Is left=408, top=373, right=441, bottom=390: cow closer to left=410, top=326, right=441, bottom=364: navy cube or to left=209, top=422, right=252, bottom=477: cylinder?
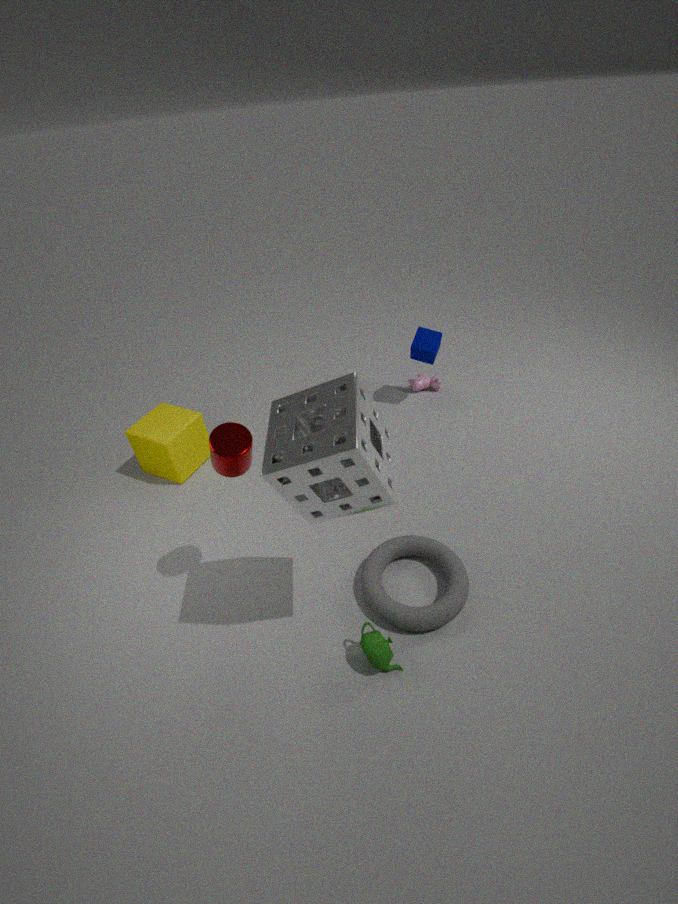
left=410, top=326, right=441, bottom=364: navy cube
